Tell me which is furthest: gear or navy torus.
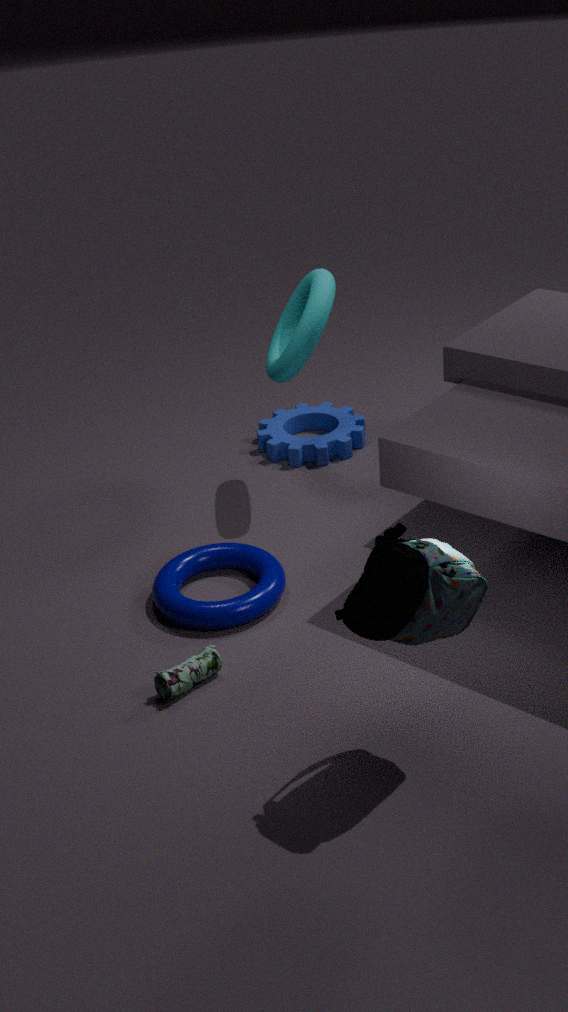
gear
